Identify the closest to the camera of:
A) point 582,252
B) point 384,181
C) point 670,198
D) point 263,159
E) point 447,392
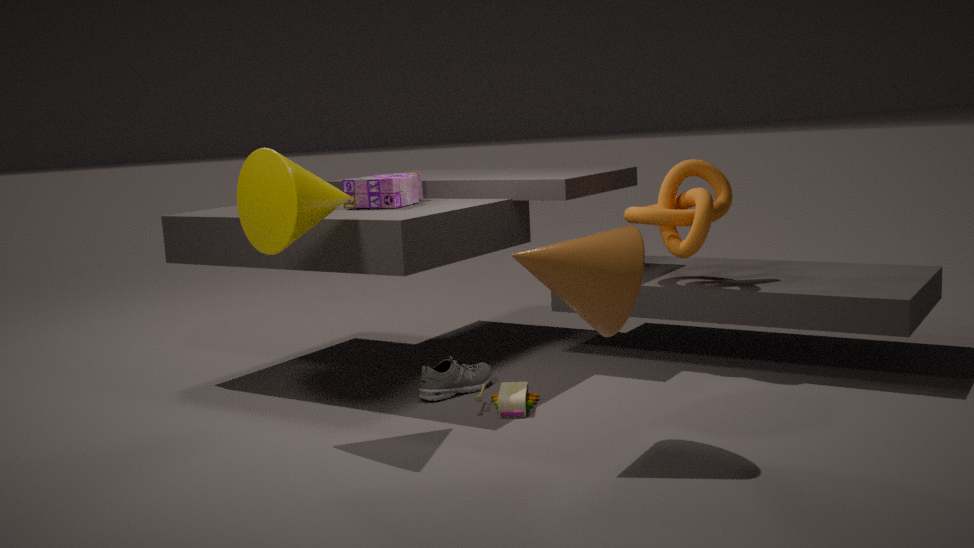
point 582,252
